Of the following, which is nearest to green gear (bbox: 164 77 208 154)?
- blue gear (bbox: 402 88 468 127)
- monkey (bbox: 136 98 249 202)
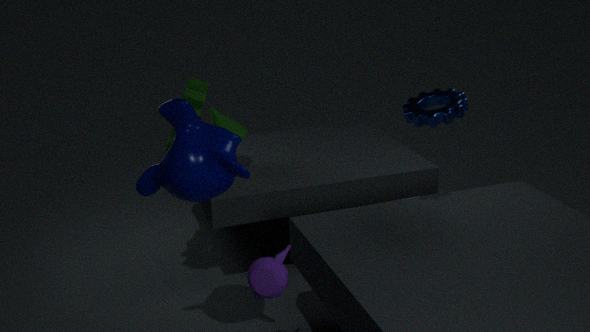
monkey (bbox: 136 98 249 202)
